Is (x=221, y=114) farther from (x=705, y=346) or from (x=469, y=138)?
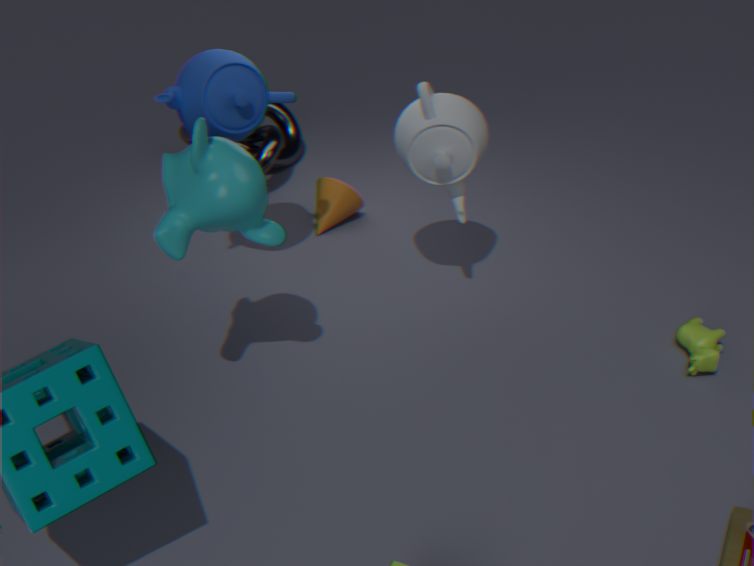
(x=705, y=346)
